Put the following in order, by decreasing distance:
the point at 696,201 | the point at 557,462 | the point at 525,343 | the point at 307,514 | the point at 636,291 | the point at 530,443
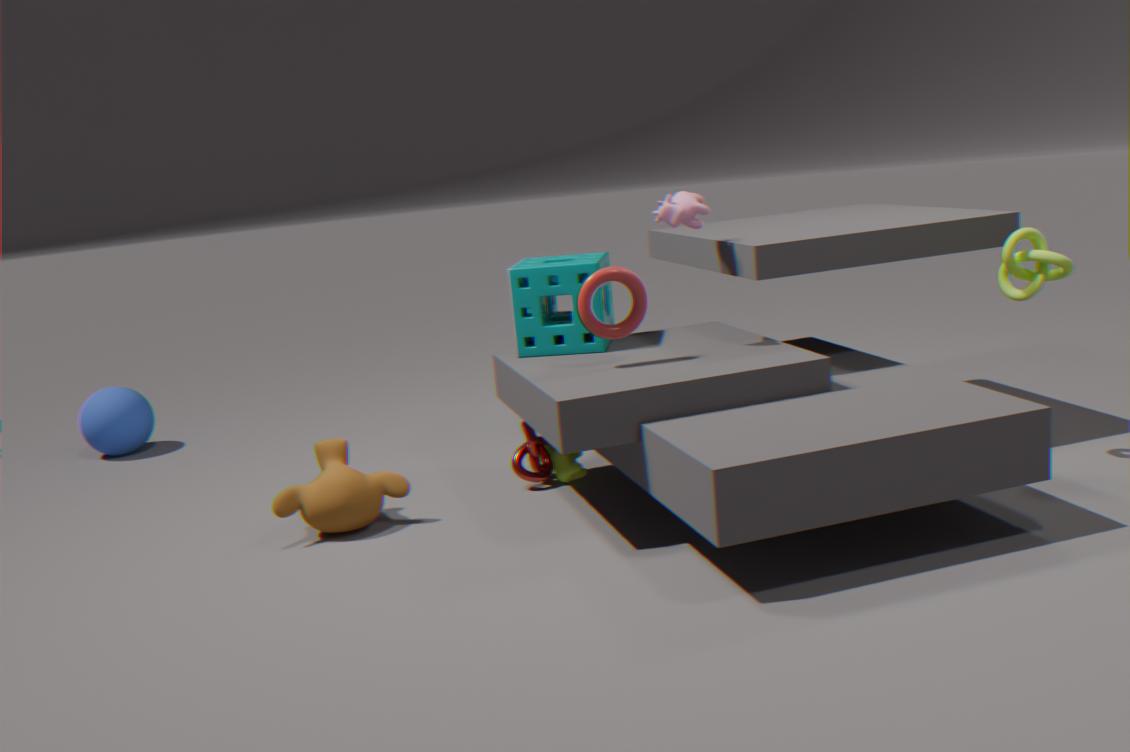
the point at 557,462 → the point at 530,443 → the point at 525,343 → the point at 696,201 → the point at 307,514 → the point at 636,291
